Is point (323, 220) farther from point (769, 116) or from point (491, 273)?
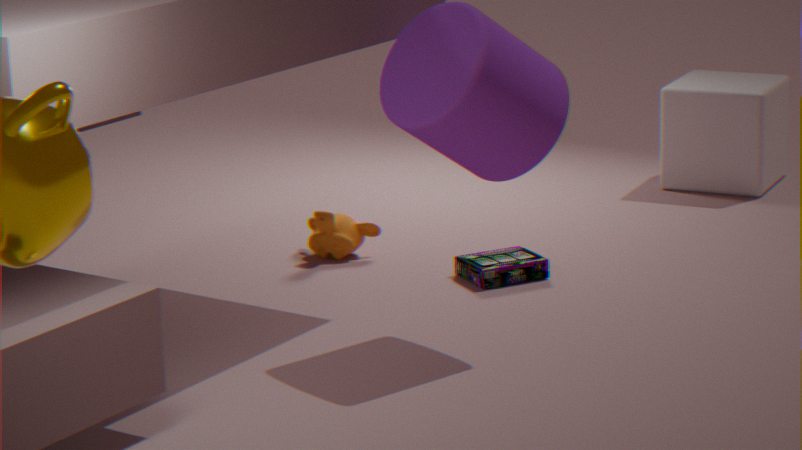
point (769, 116)
